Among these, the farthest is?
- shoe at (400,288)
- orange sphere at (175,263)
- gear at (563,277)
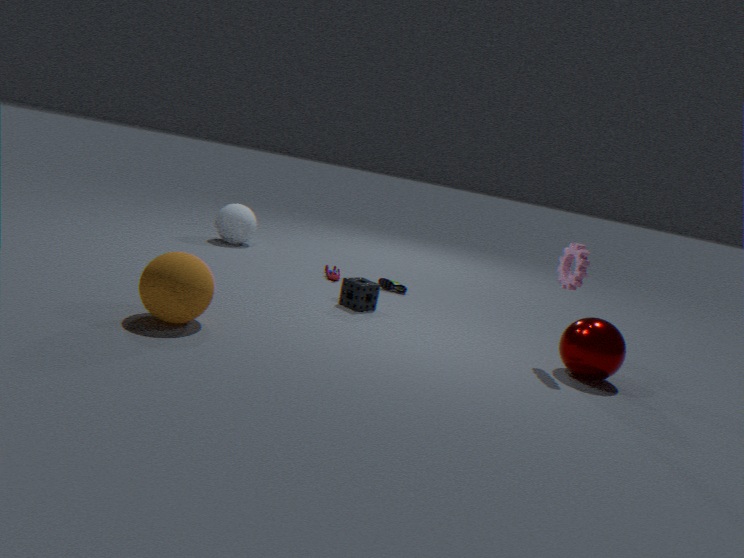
shoe at (400,288)
